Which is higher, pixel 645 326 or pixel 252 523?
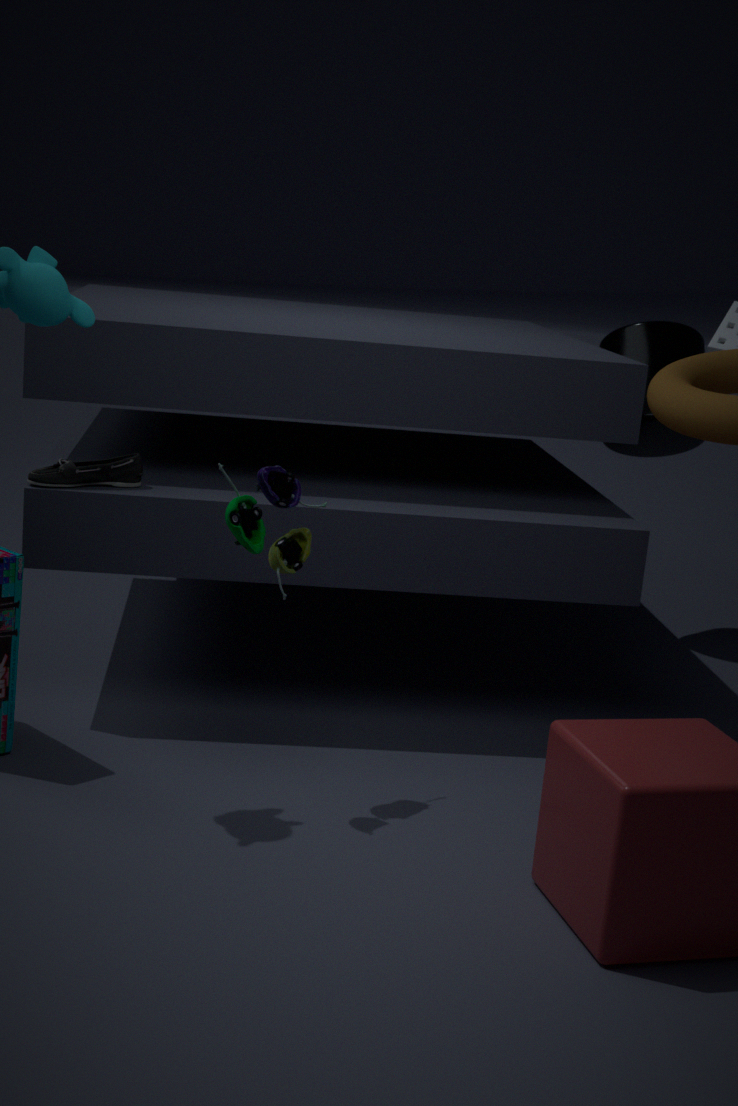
pixel 645 326
